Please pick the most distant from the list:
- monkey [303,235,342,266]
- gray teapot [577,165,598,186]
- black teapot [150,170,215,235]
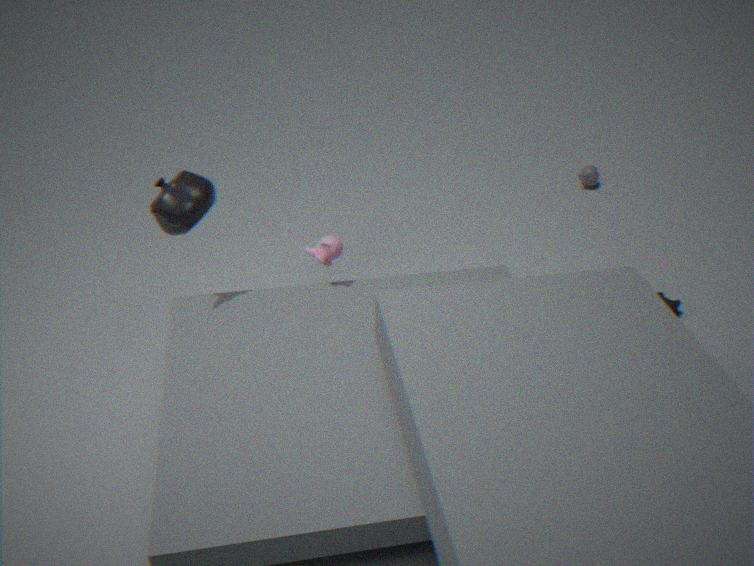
gray teapot [577,165,598,186]
